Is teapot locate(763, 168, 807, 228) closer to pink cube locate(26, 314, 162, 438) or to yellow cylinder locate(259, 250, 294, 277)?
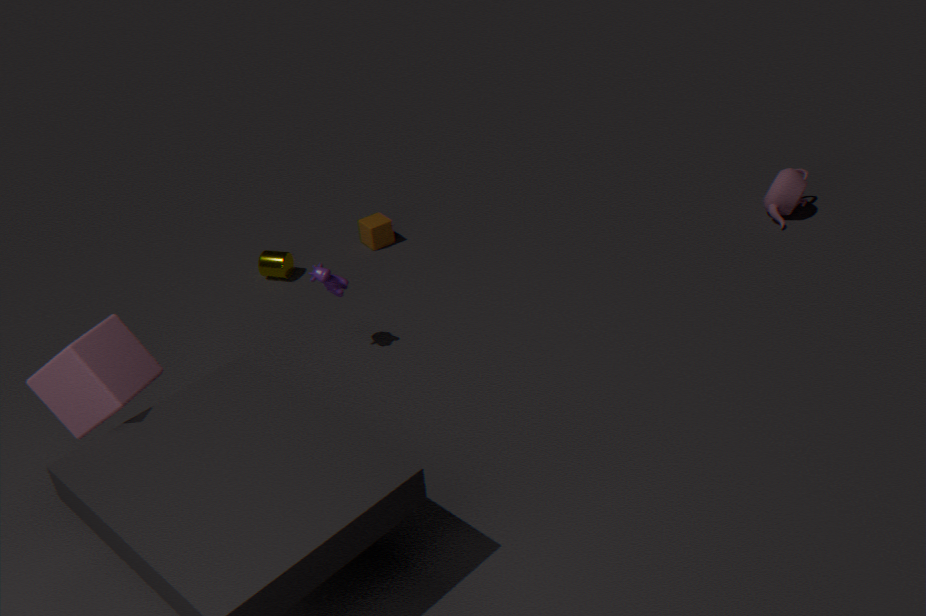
yellow cylinder locate(259, 250, 294, 277)
